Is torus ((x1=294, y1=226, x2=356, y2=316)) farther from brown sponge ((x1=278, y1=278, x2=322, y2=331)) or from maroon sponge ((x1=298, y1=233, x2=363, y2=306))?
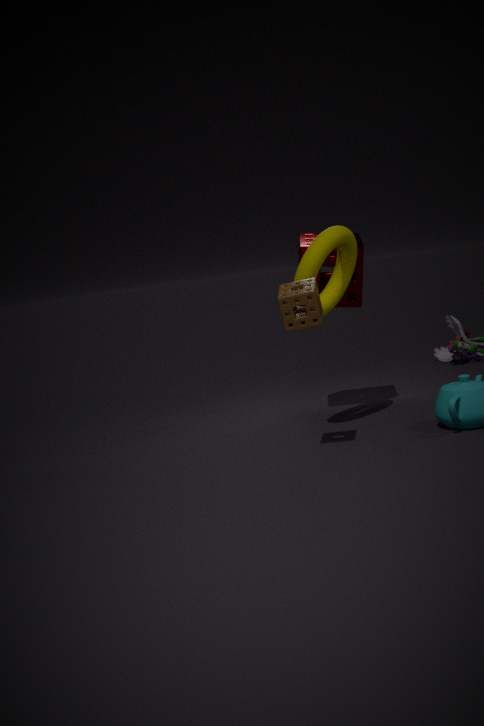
brown sponge ((x1=278, y1=278, x2=322, y2=331))
